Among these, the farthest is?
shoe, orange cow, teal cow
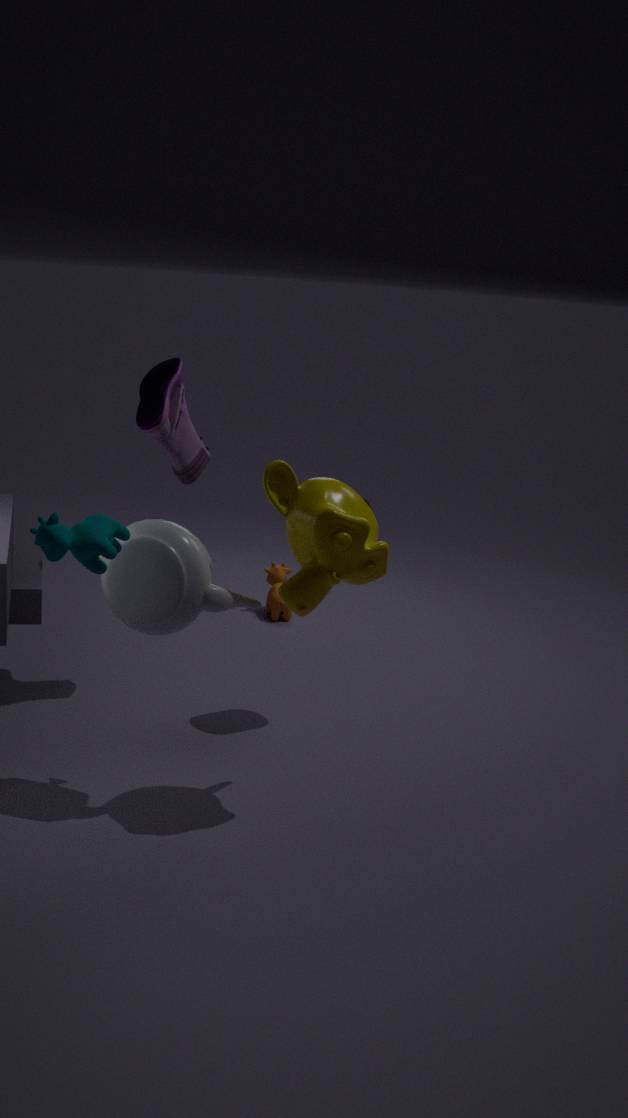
orange cow
